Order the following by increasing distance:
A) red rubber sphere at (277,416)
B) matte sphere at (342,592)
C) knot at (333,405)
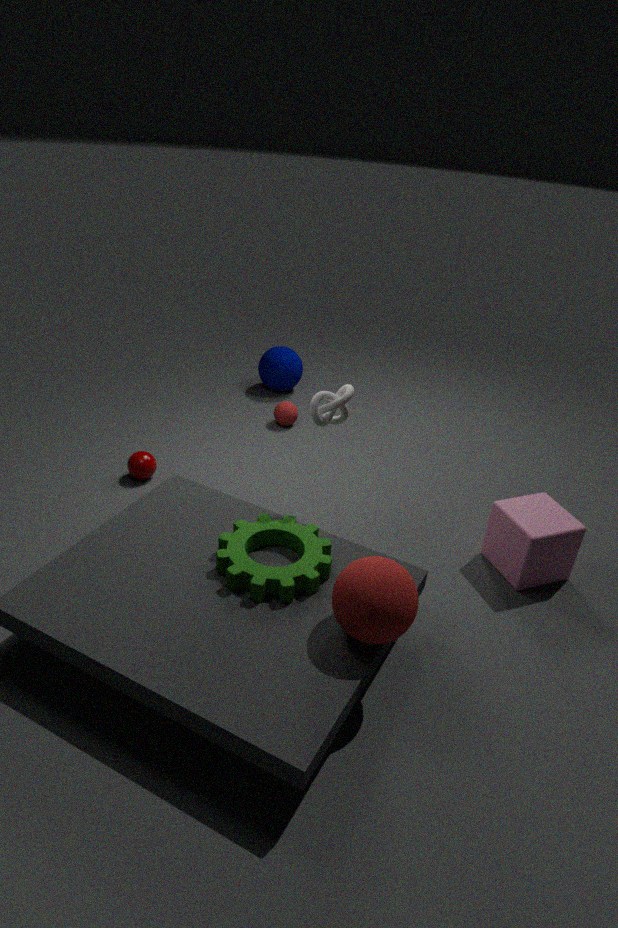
matte sphere at (342,592) → knot at (333,405) → red rubber sphere at (277,416)
